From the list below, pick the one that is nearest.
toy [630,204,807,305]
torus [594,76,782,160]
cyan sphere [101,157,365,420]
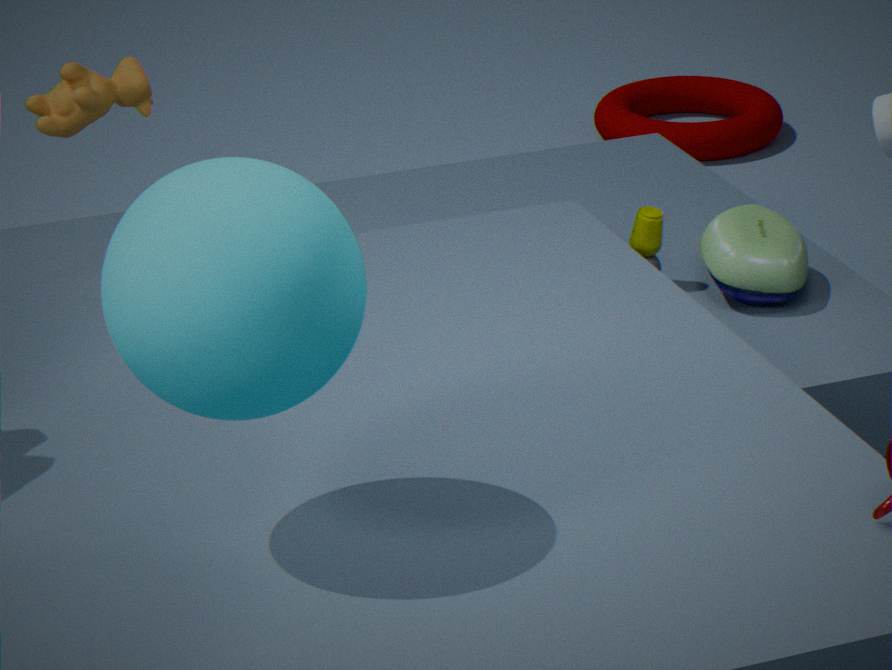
cyan sphere [101,157,365,420]
